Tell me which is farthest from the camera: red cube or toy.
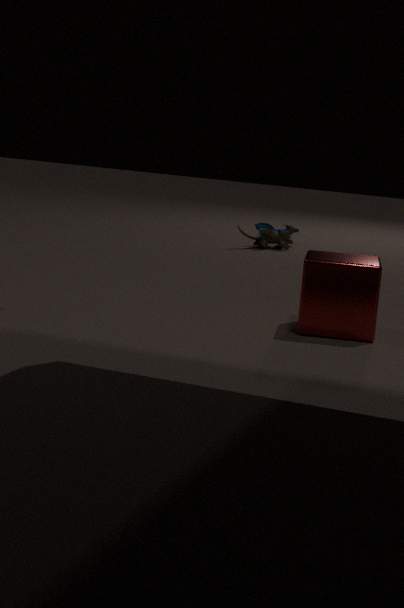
toy
